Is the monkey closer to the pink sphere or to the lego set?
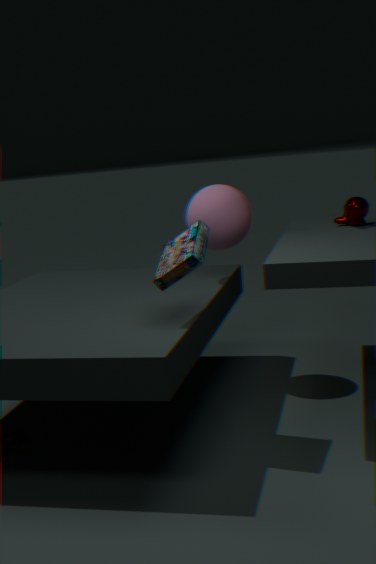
the pink sphere
